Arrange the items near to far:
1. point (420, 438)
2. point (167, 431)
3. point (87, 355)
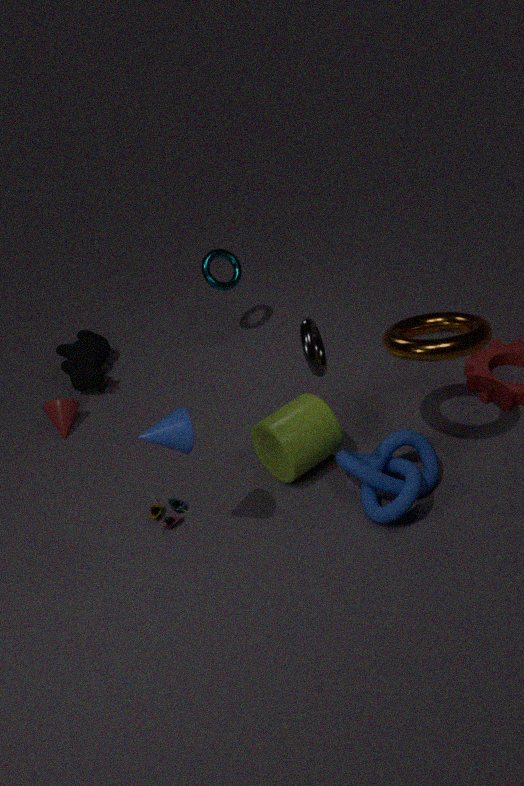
point (167, 431)
point (420, 438)
point (87, 355)
